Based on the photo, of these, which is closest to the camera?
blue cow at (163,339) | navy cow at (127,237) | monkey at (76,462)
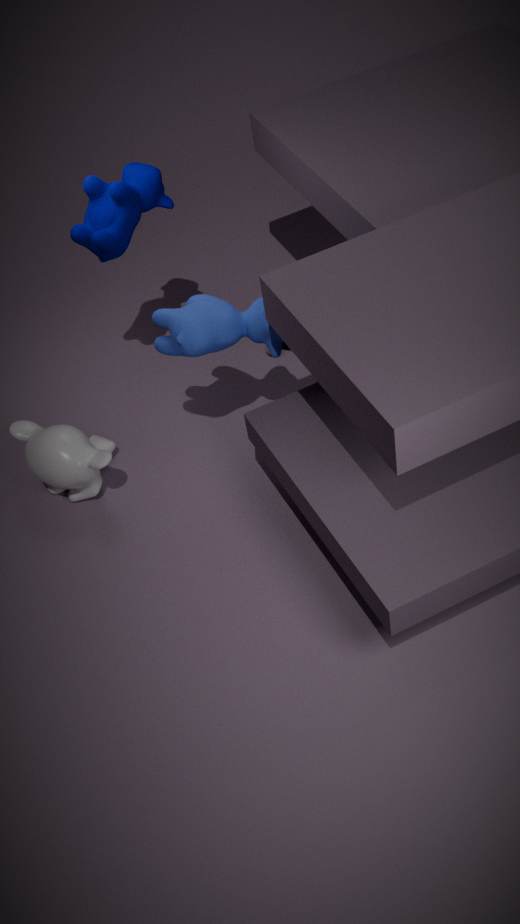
blue cow at (163,339)
